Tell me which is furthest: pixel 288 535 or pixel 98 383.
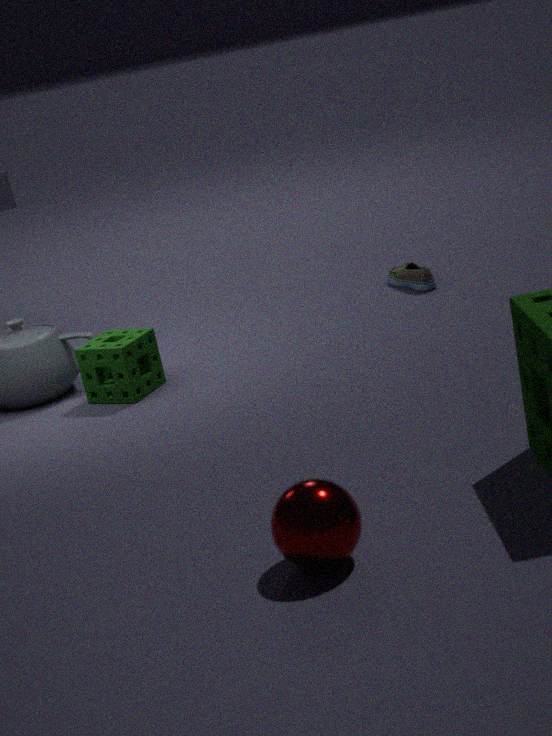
pixel 98 383
